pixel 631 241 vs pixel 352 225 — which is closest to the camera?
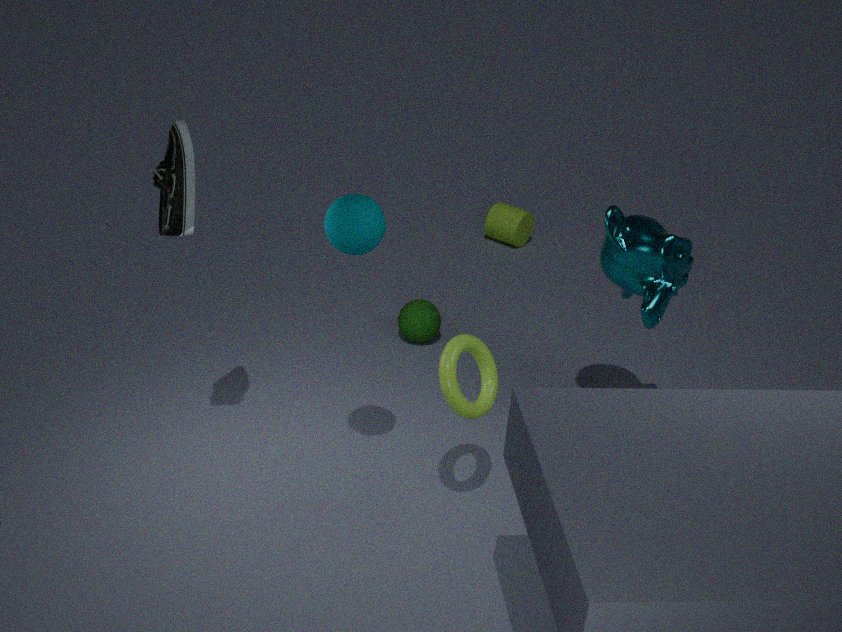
pixel 352 225
